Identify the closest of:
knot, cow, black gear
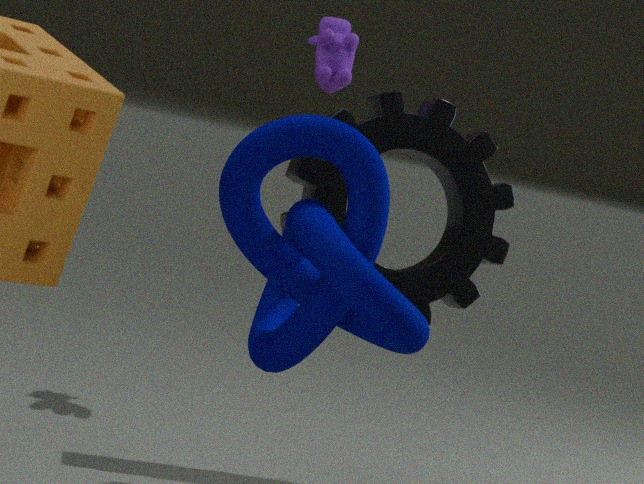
knot
